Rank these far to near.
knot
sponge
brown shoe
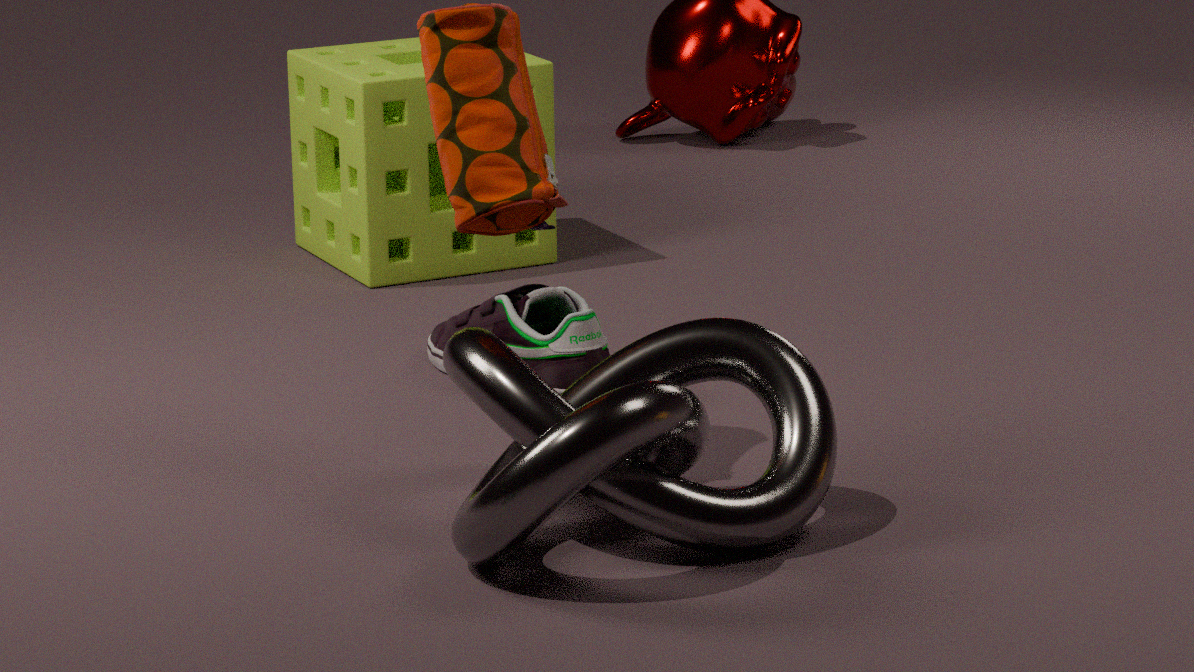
sponge < brown shoe < knot
